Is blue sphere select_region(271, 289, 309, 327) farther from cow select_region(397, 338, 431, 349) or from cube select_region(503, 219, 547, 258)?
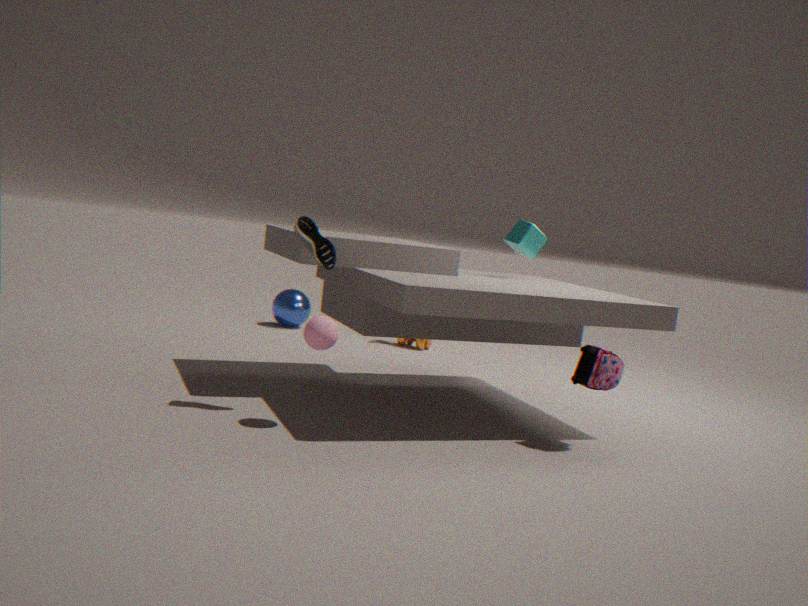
cube select_region(503, 219, 547, 258)
